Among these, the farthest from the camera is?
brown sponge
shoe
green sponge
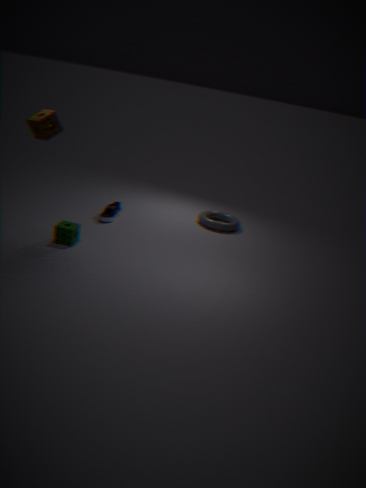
shoe
